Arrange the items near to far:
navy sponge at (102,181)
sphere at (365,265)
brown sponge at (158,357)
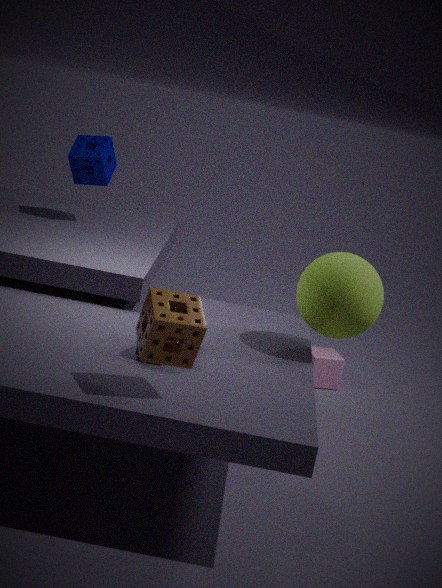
Result: brown sponge at (158,357), sphere at (365,265), navy sponge at (102,181)
